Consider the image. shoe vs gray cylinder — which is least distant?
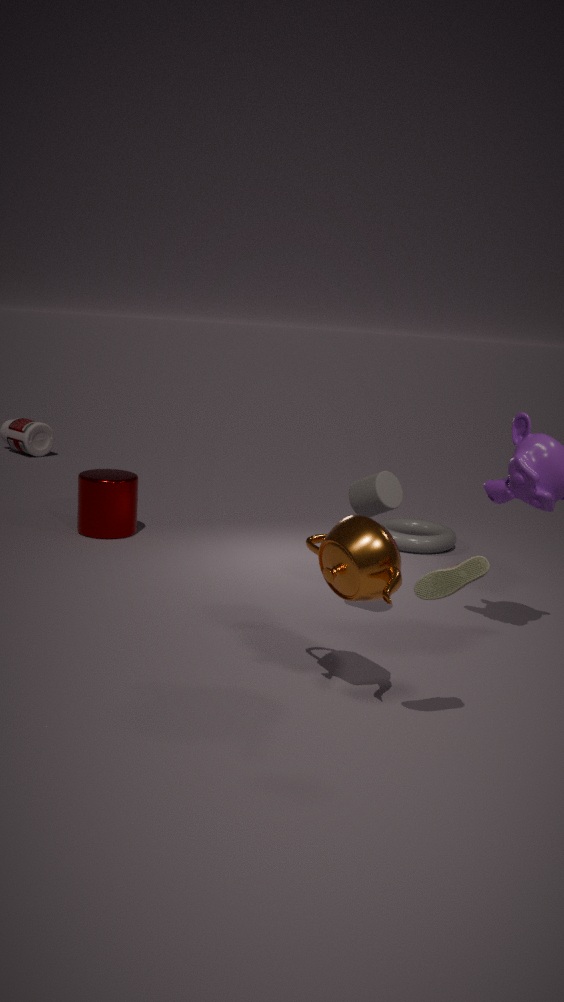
shoe
